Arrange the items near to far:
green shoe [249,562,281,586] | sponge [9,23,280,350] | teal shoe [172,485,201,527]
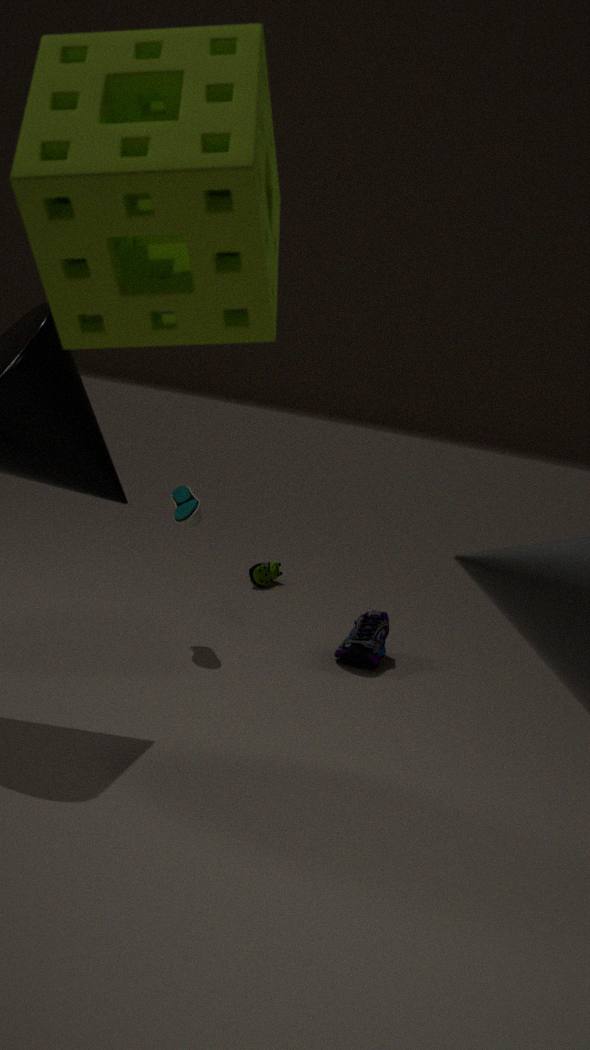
1. sponge [9,23,280,350]
2. teal shoe [172,485,201,527]
3. green shoe [249,562,281,586]
